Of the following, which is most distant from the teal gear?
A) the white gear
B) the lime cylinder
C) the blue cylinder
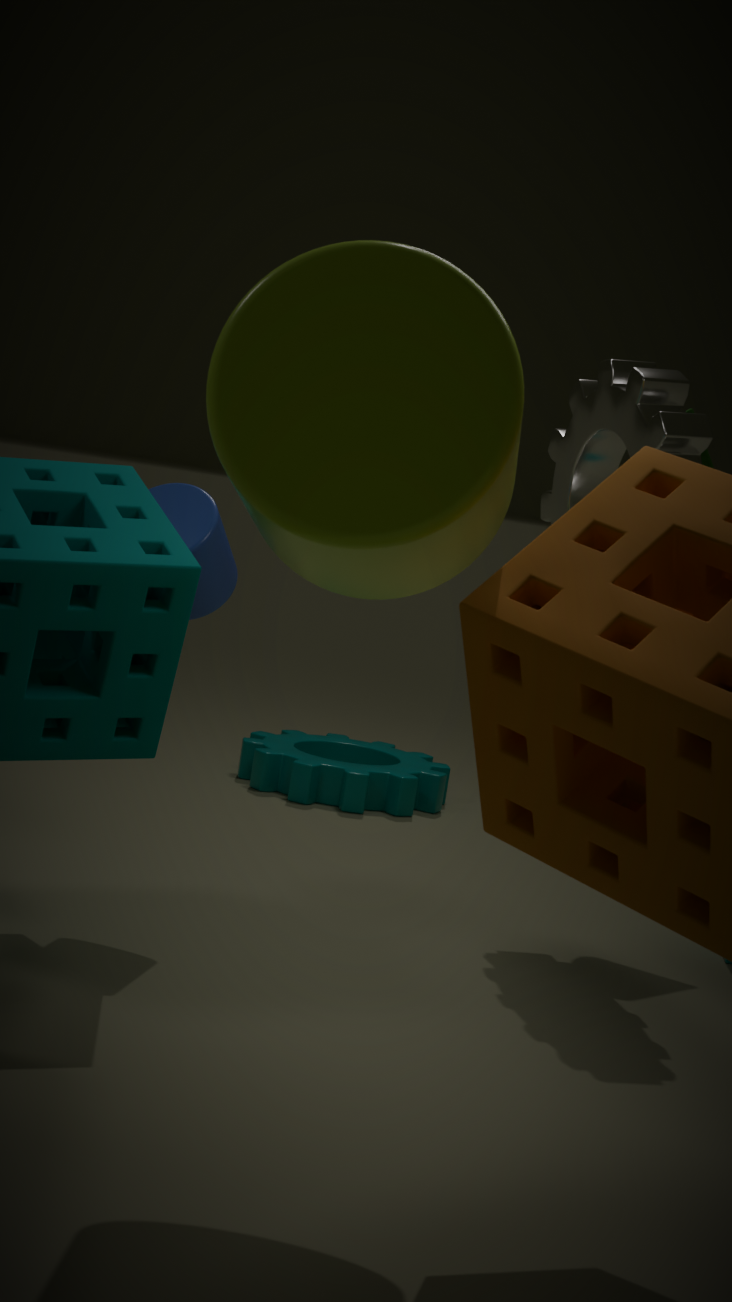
the lime cylinder
